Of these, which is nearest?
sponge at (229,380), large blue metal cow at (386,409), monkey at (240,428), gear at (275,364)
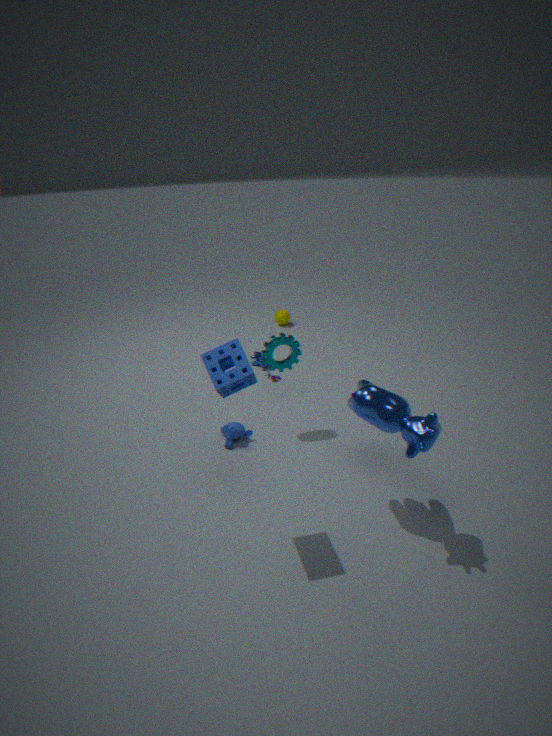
sponge at (229,380)
